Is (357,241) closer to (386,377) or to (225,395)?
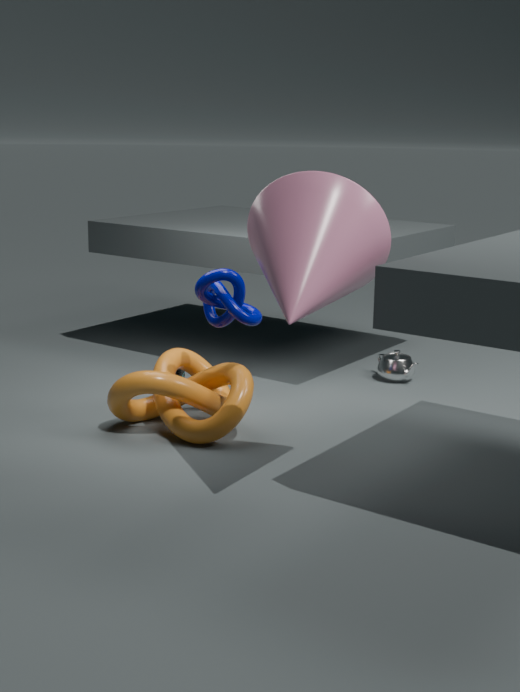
(225,395)
